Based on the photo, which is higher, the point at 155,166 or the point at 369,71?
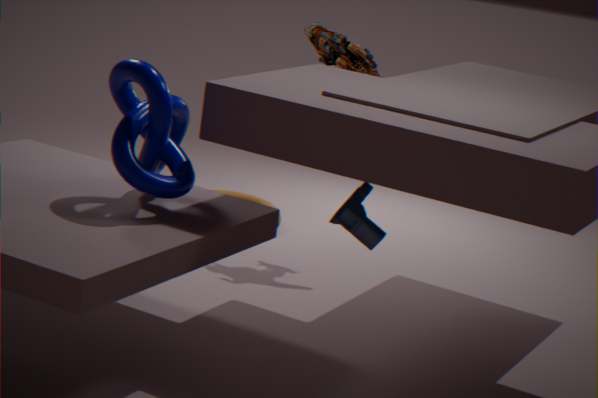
the point at 369,71
